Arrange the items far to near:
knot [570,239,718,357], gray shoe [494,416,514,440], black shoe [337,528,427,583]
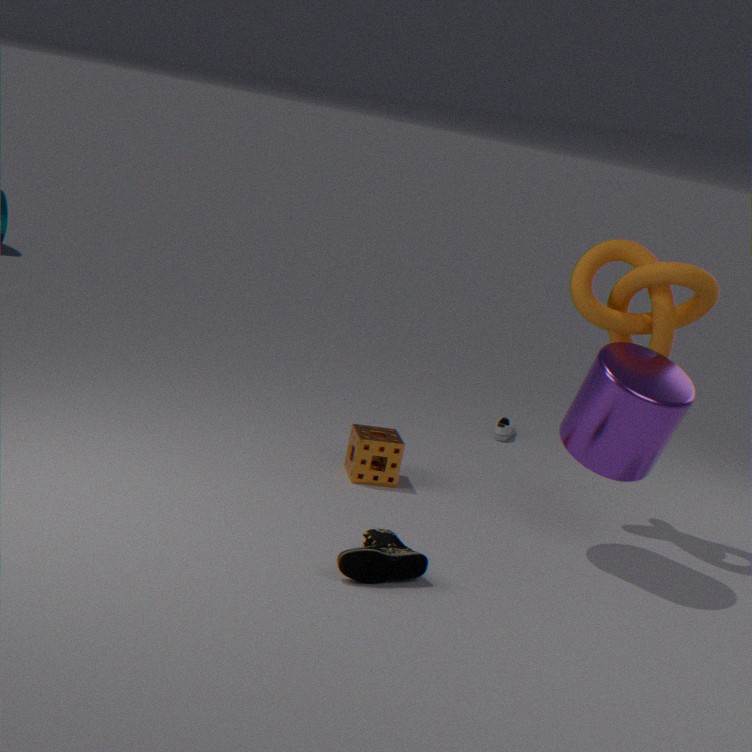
gray shoe [494,416,514,440], knot [570,239,718,357], black shoe [337,528,427,583]
